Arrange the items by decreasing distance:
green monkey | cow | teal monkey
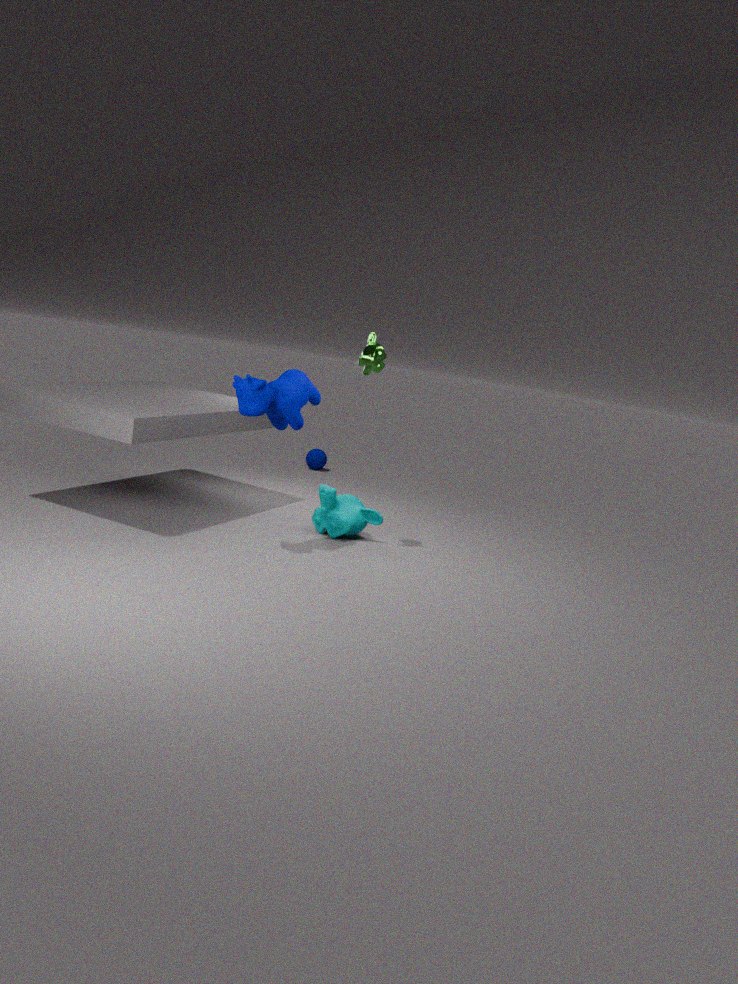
teal monkey
green monkey
cow
